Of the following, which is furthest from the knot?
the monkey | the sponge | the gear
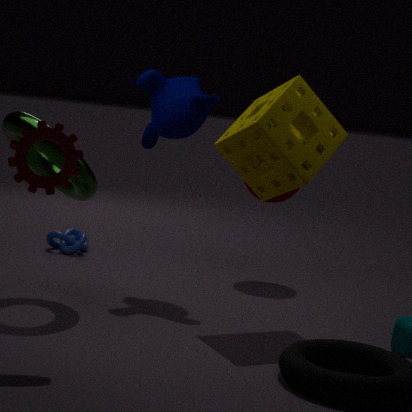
the gear
